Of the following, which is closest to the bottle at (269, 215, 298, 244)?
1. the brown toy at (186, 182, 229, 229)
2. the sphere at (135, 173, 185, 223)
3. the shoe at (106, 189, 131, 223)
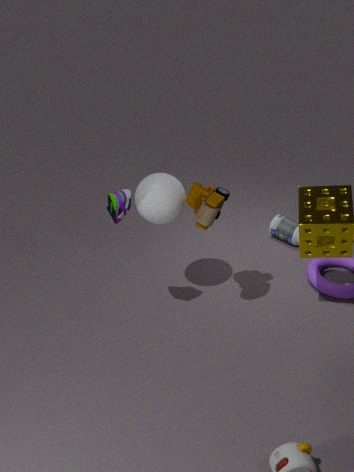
the brown toy at (186, 182, 229, 229)
